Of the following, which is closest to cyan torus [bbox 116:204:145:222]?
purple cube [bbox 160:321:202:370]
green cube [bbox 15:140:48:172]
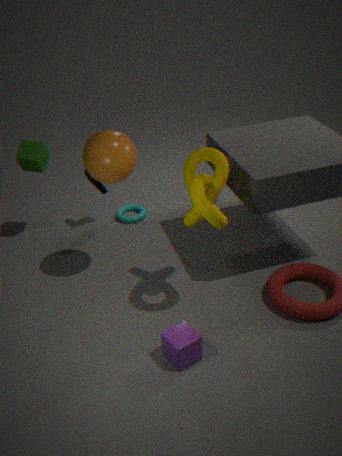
green cube [bbox 15:140:48:172]
